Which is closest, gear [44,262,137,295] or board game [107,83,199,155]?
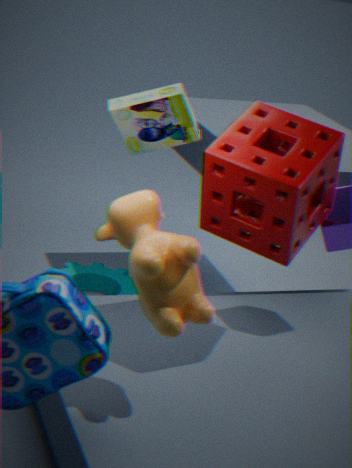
board game [107,83,199,155]
